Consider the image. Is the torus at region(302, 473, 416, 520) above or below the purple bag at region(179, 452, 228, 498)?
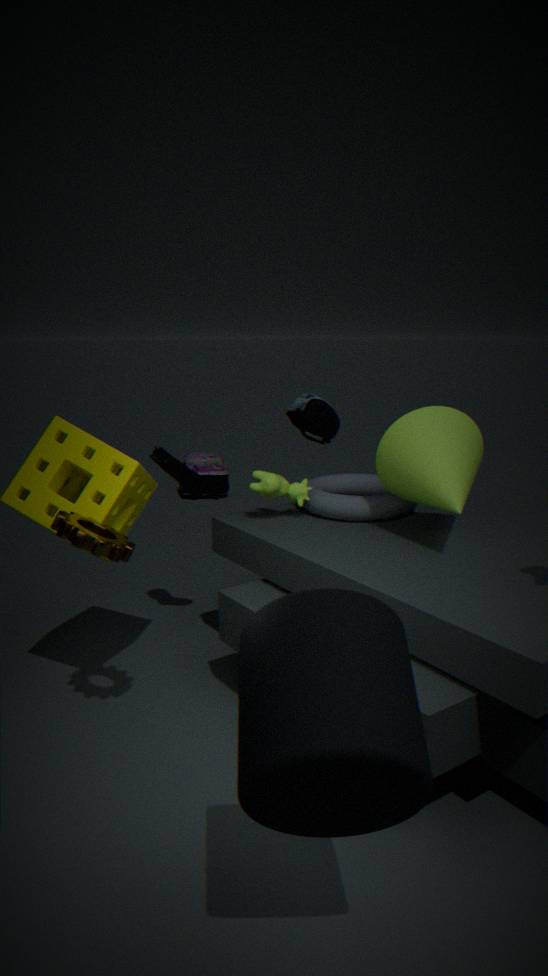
above
